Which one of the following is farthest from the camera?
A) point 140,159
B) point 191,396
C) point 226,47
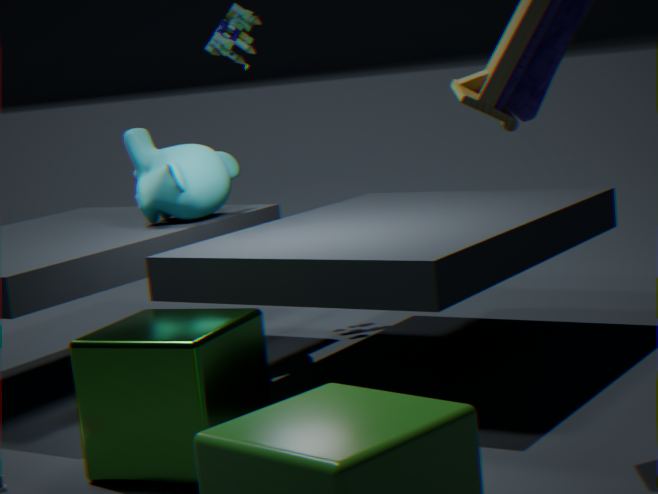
point 226,47
